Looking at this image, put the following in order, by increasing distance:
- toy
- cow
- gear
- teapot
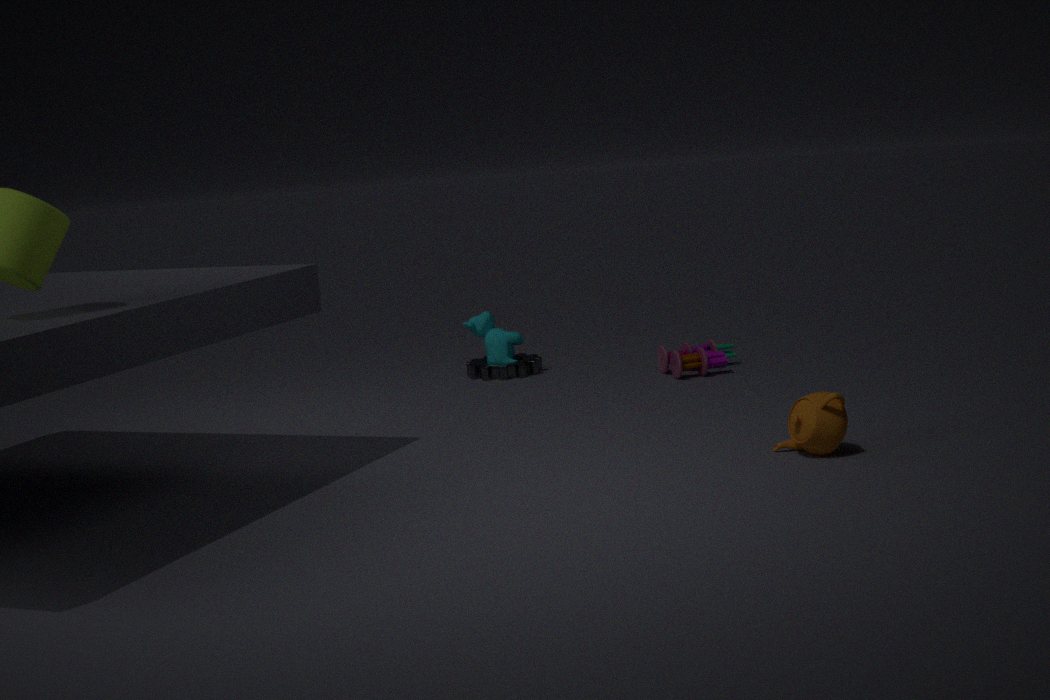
1. teapot
2. toy
3. gear
4. cow
